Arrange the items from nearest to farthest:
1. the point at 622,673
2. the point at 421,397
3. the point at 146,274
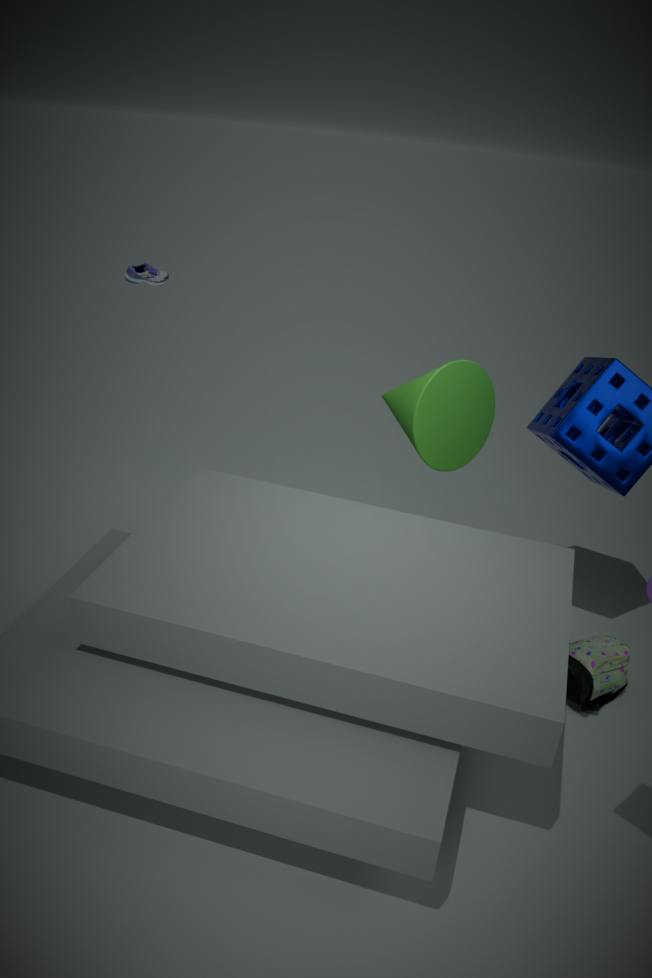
1. the point at 421,397
2. the point at 622,673
3. the point at 146,274
